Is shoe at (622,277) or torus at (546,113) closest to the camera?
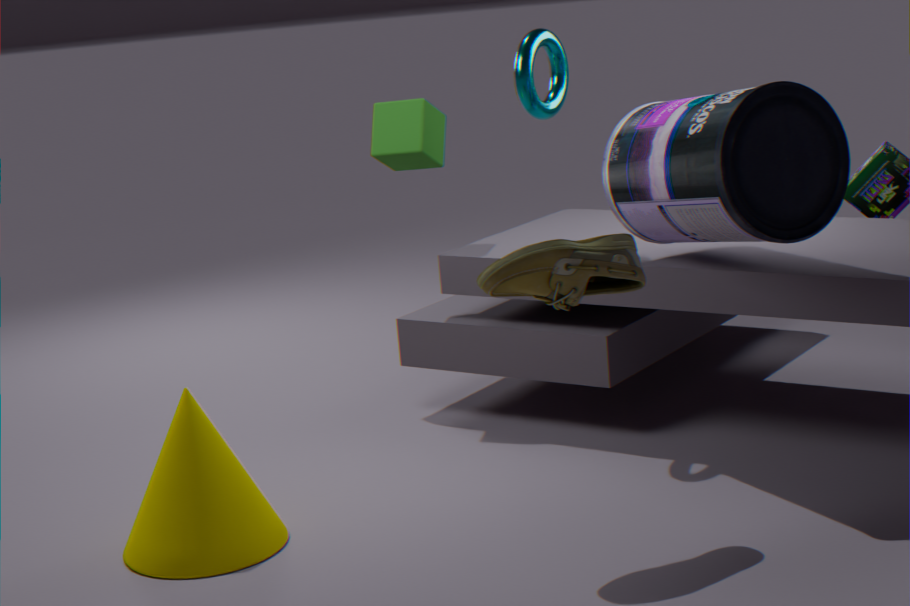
shoe at (622,277)
